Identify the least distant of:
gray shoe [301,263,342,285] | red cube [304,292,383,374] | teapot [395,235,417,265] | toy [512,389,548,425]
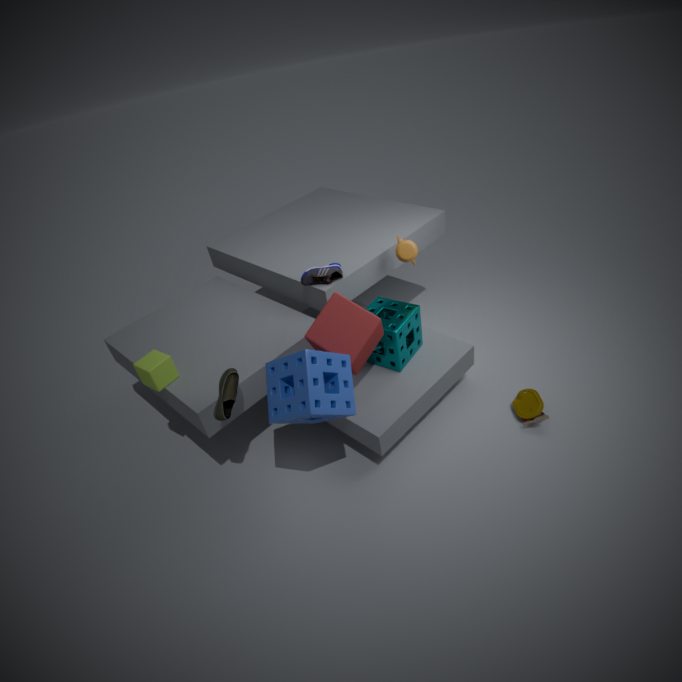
red cube [304,292,383,374]
